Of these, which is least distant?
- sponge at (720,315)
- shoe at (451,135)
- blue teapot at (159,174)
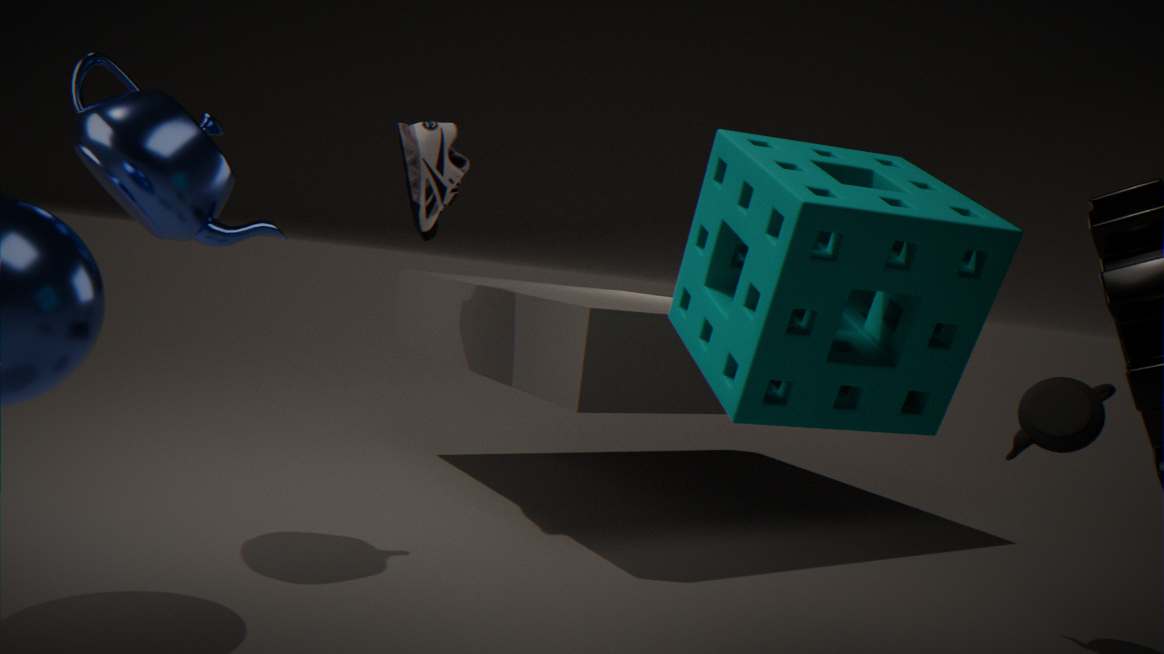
sponge at (720,315)
